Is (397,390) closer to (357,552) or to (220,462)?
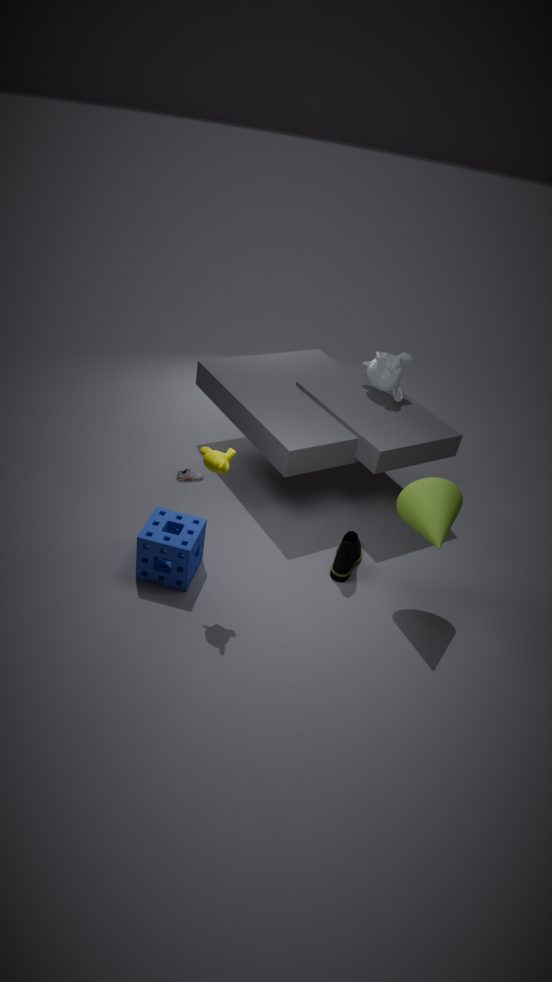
(357,552)
